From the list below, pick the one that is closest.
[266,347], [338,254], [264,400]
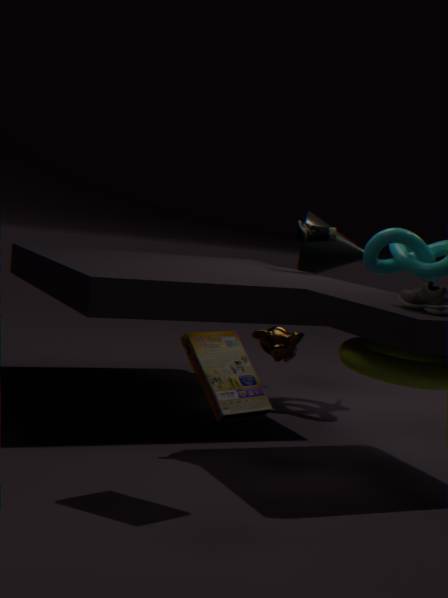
[264,400]
